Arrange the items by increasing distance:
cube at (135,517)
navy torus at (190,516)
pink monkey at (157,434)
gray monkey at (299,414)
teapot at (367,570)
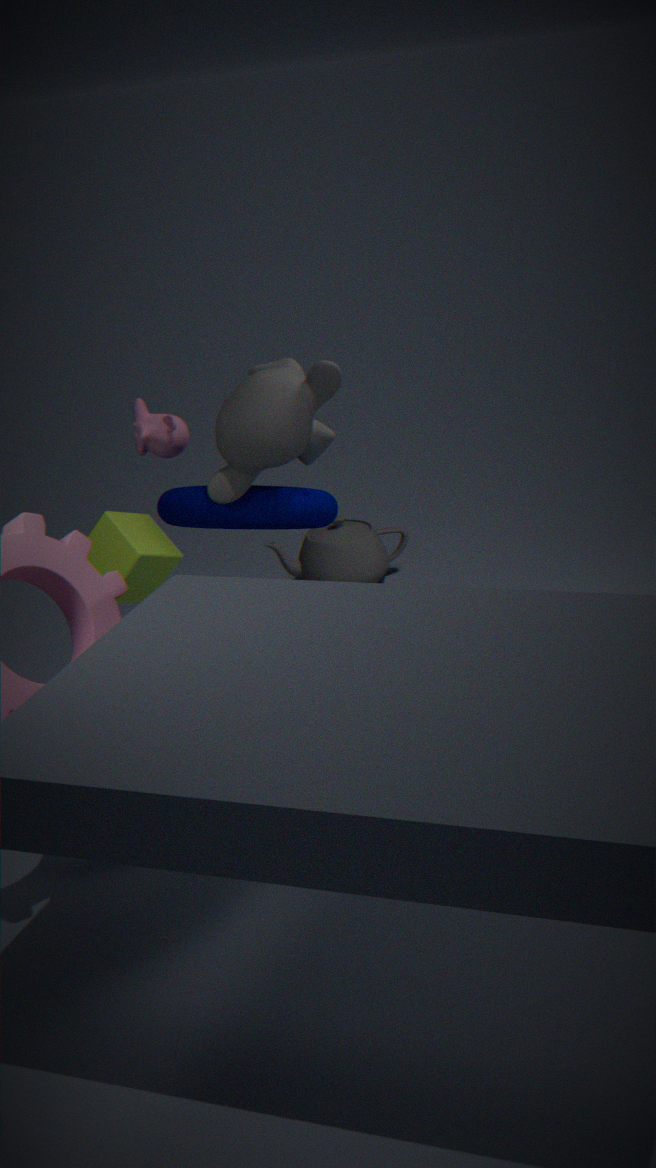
cube at (135,517) < gray monkey at (299,414) < navy torus at (190,516) < pink monkey at (157,434) < teapot at (367,570)
